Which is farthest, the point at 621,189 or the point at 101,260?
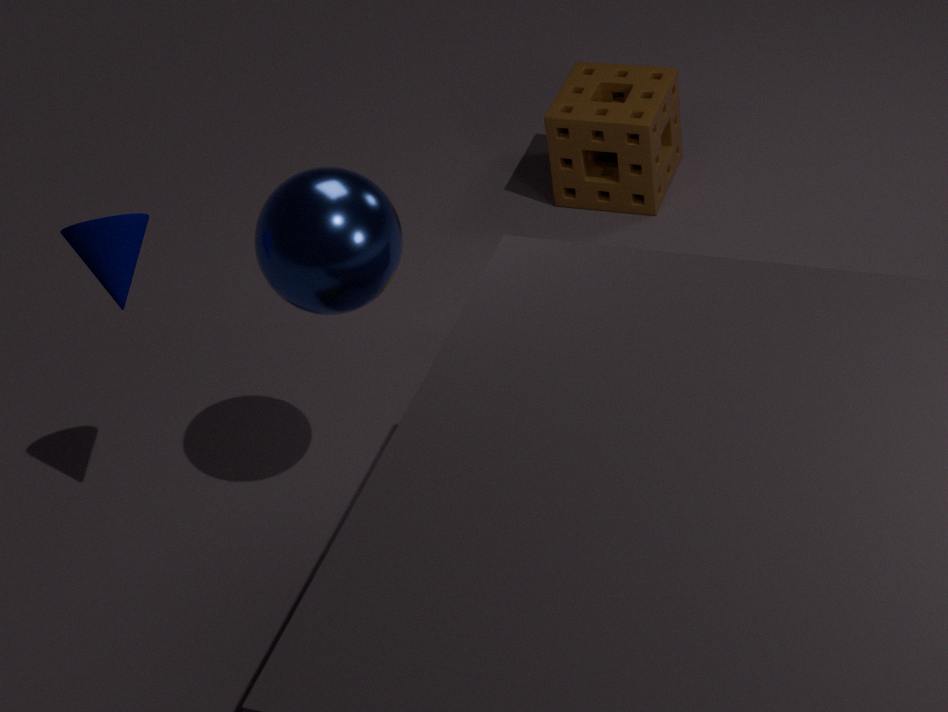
the point at 621,189
